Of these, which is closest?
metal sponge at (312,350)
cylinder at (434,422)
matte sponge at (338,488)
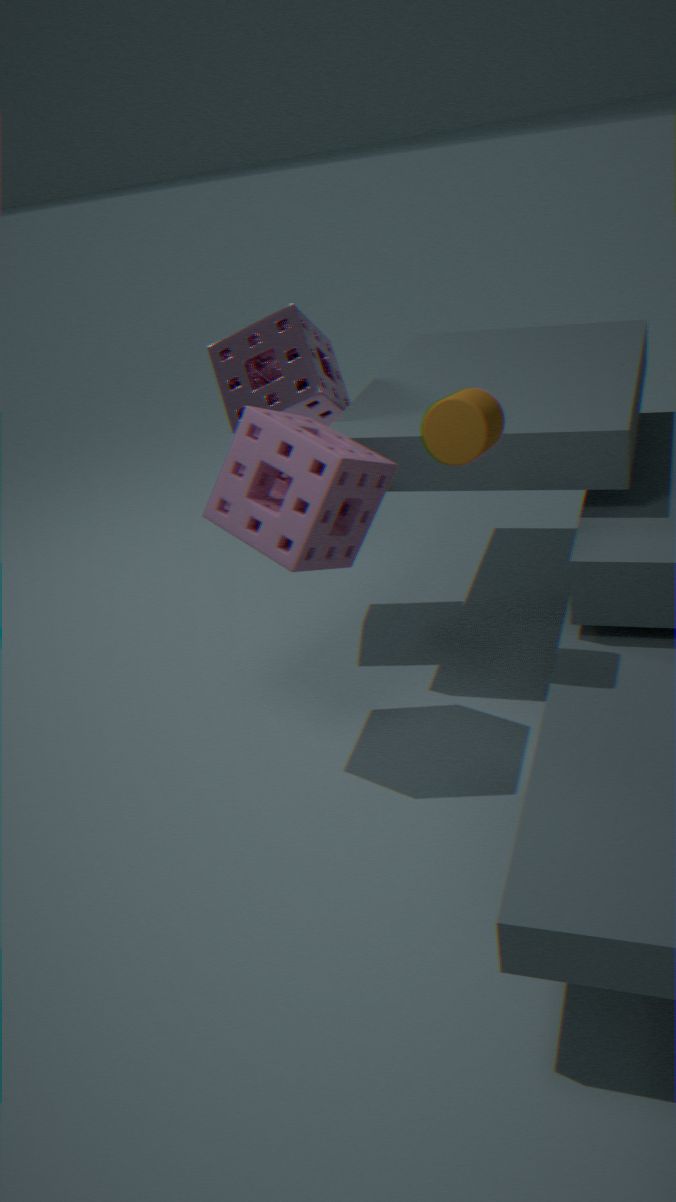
cylinder at (434,422)
